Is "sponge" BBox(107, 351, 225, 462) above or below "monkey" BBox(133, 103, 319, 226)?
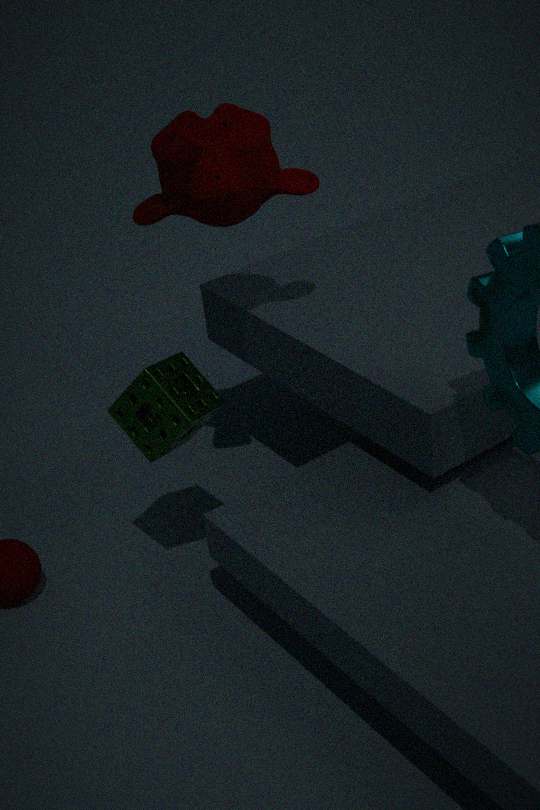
below
